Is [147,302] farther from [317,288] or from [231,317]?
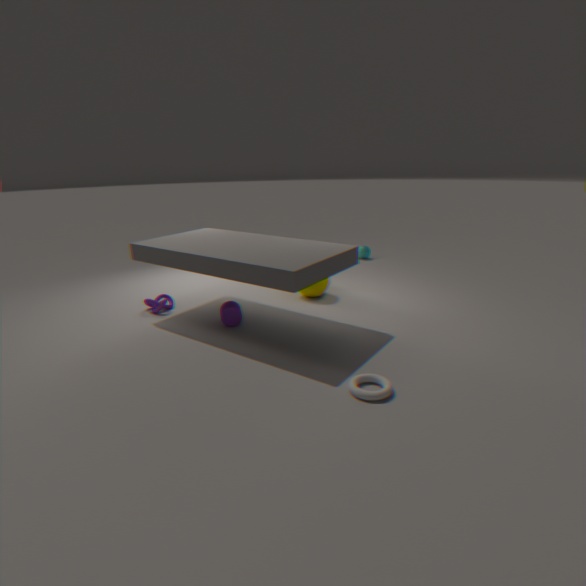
[317,288]
